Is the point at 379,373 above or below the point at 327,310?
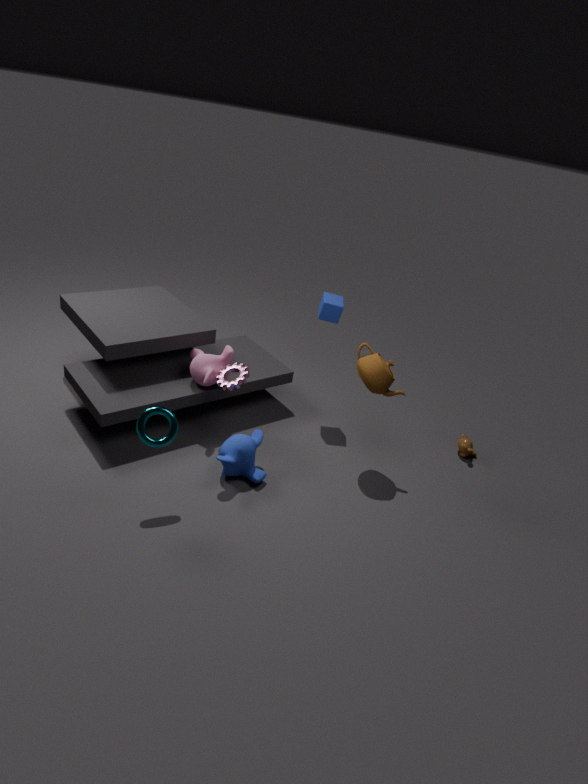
below
